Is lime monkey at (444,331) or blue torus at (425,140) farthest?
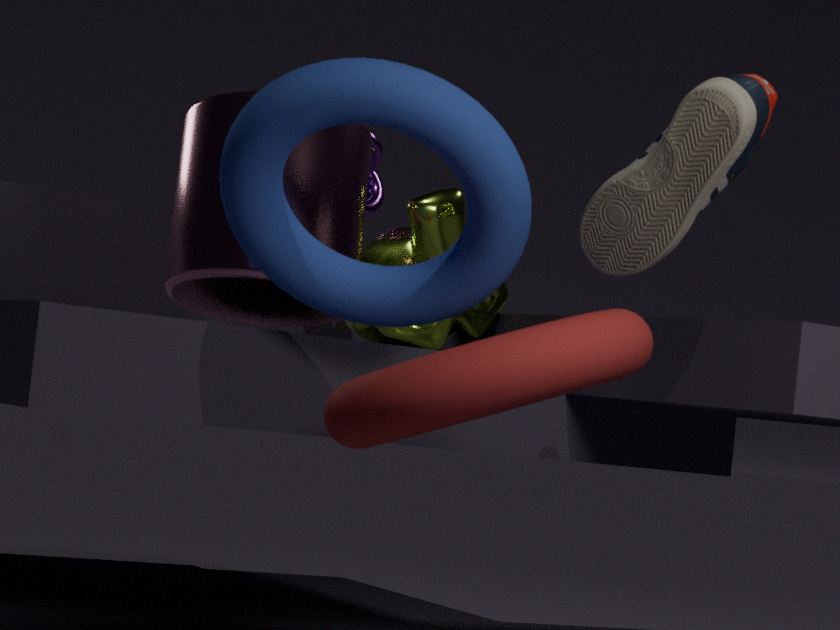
lime monkey at (444,331)
